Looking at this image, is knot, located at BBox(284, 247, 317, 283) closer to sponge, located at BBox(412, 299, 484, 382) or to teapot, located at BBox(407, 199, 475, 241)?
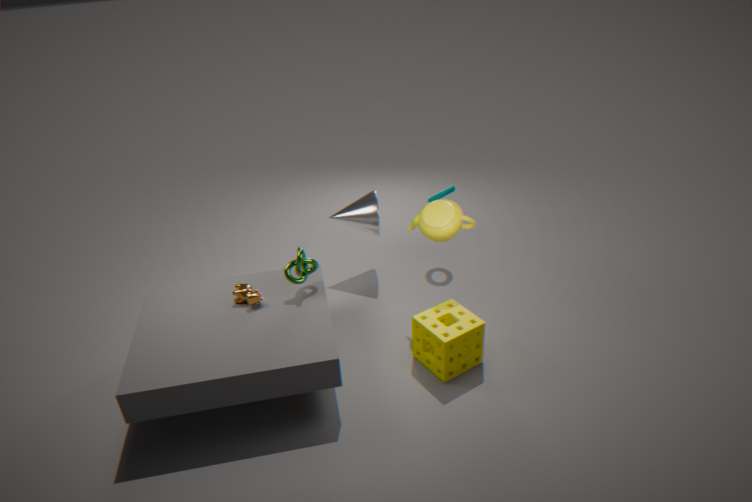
teapot, located at BBox(407, 199, 475, 241)
